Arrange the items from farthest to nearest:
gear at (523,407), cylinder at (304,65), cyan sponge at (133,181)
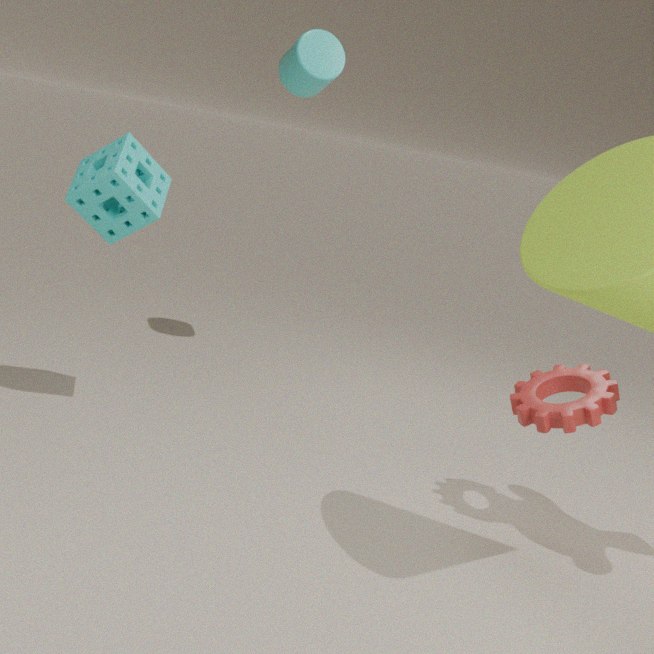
cylinder at (304,65)
cyan sponge at (133,181)
gear at (523,407)
